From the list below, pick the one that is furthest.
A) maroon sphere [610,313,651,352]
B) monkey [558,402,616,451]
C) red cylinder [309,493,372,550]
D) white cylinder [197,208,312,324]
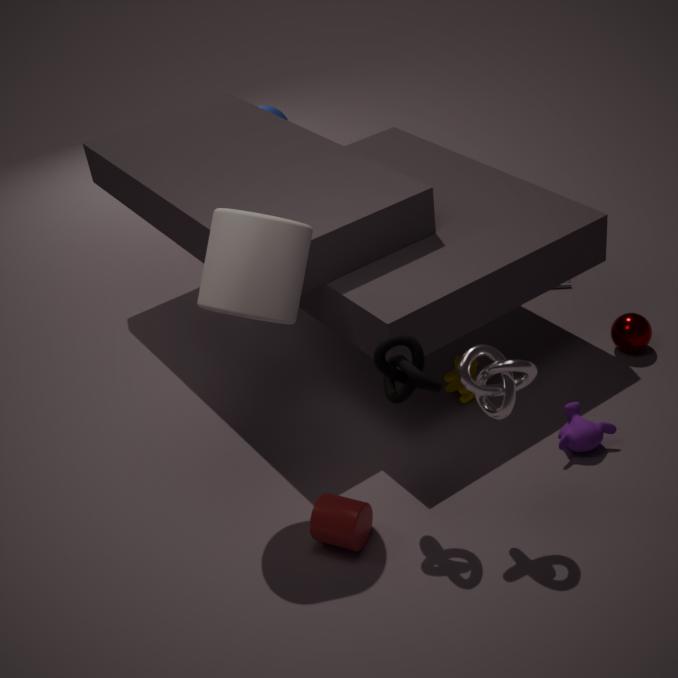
maroon sphere [610,313,651,352]
